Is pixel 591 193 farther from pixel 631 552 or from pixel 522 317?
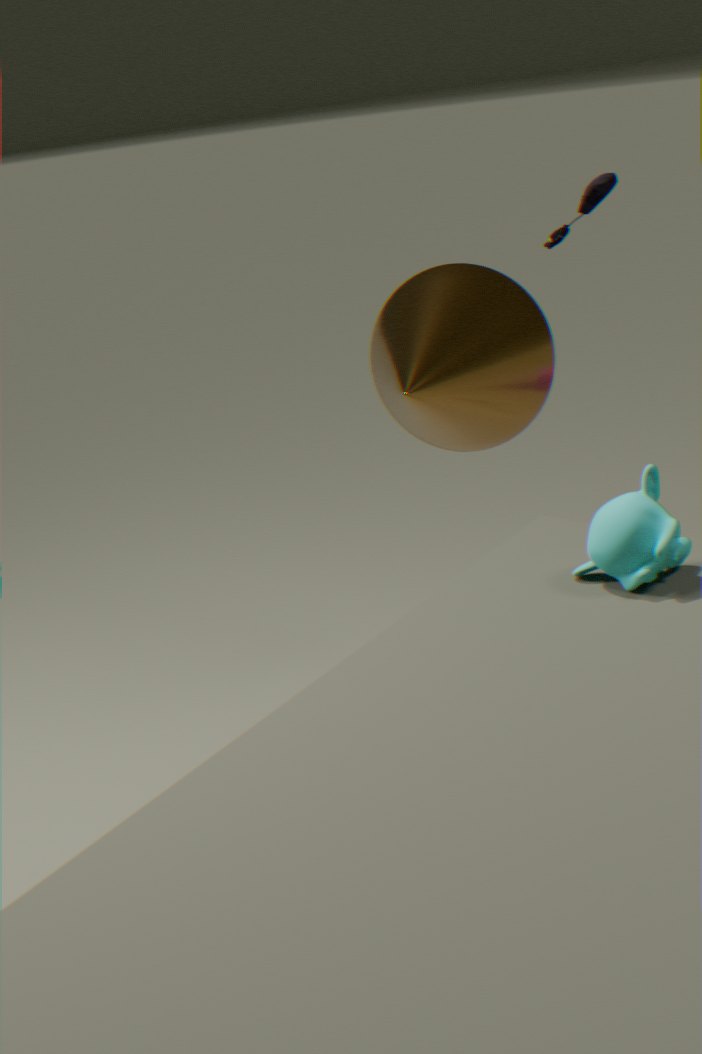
pixel 631 552
